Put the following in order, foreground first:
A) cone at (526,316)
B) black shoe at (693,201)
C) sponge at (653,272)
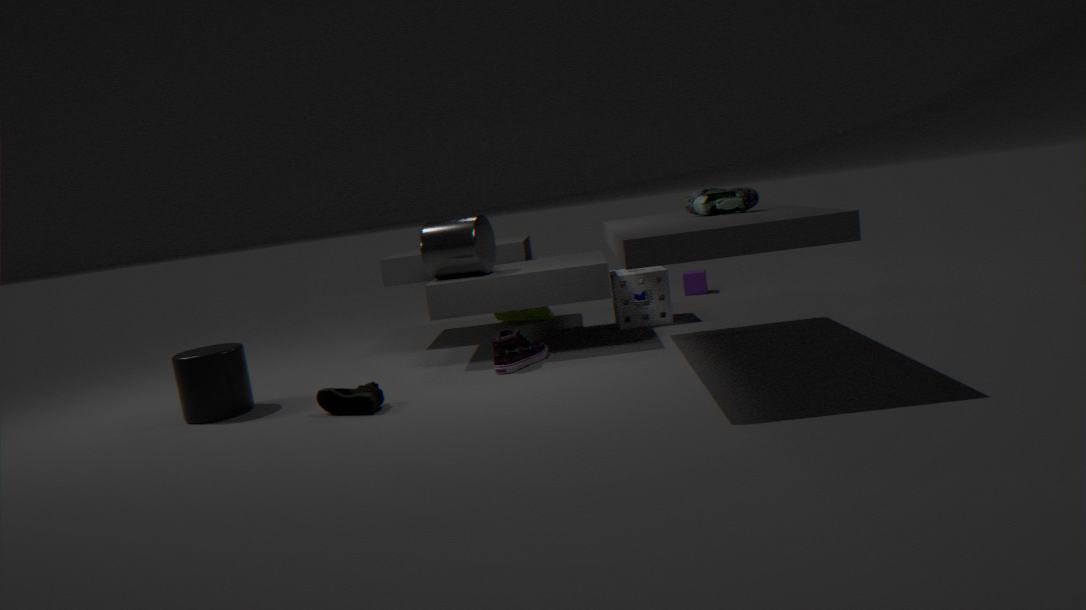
B. black shoe at (693,201) → C. sponge at (653,272) → A. cone at (526,316)
